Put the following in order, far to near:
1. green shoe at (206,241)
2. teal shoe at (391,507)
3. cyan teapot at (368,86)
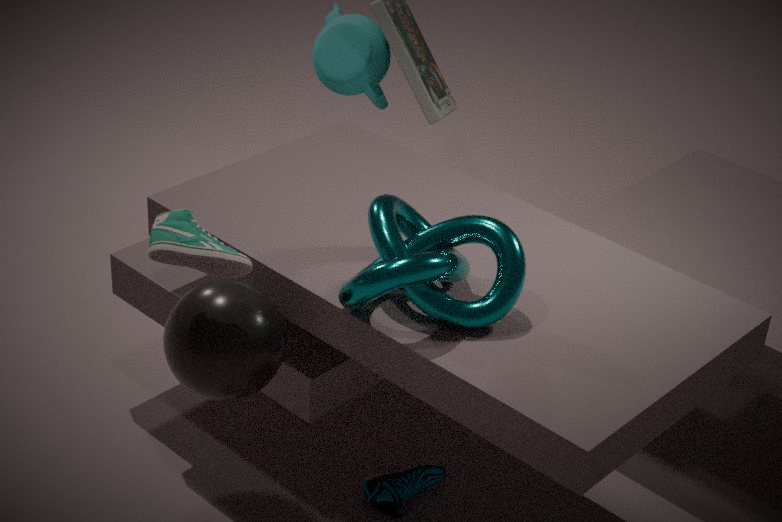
1. cyan teapot at (368,86)
2. teal shoe at (391,507)
3. green shoe at (206,241)
